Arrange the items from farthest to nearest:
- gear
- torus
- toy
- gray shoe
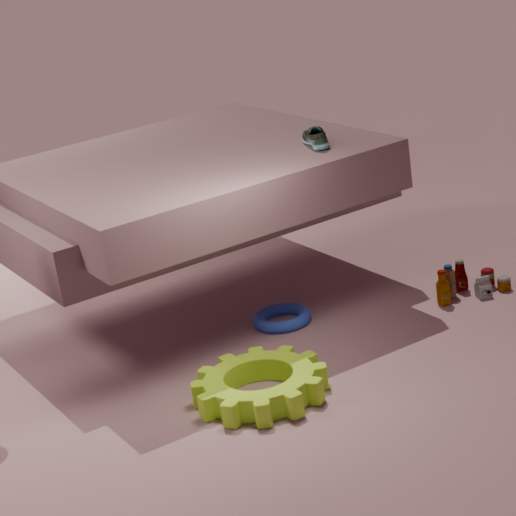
toy
torus
gray shoe
gear
